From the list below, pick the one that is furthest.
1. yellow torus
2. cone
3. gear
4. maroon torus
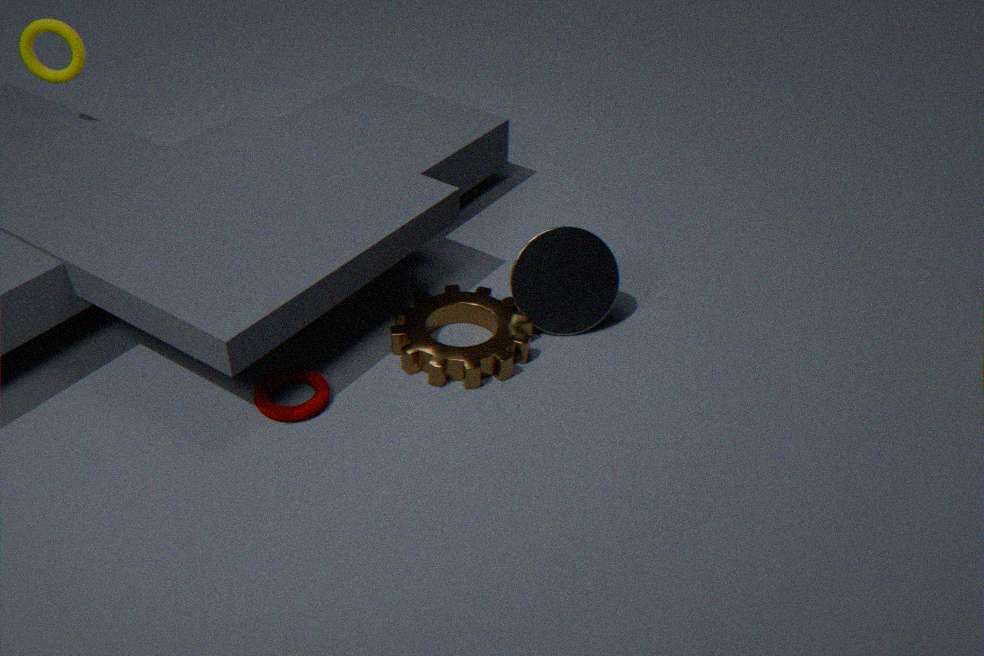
yellow torus
